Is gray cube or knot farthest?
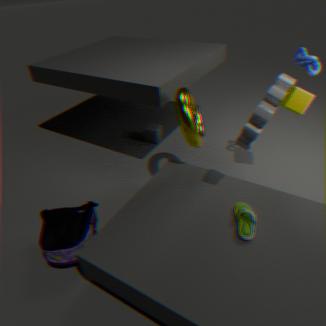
gray cube
